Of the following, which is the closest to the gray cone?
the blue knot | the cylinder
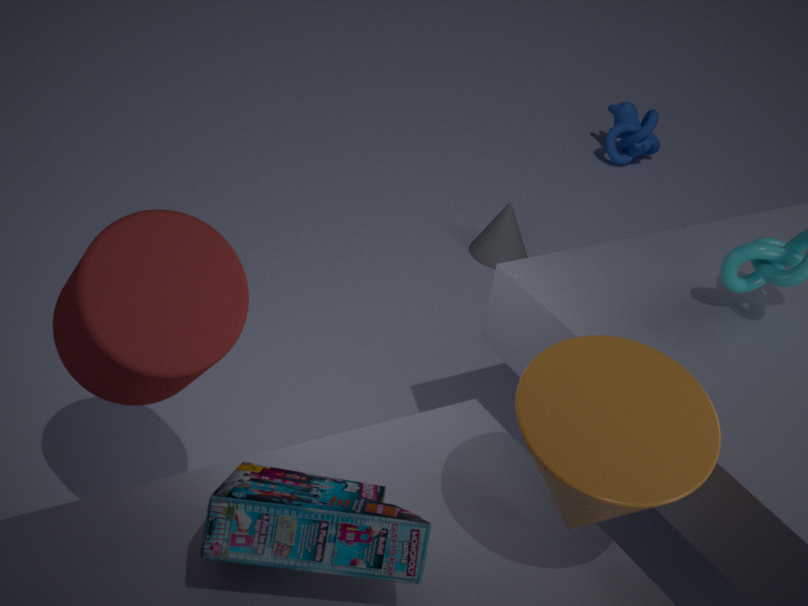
the blue knot
